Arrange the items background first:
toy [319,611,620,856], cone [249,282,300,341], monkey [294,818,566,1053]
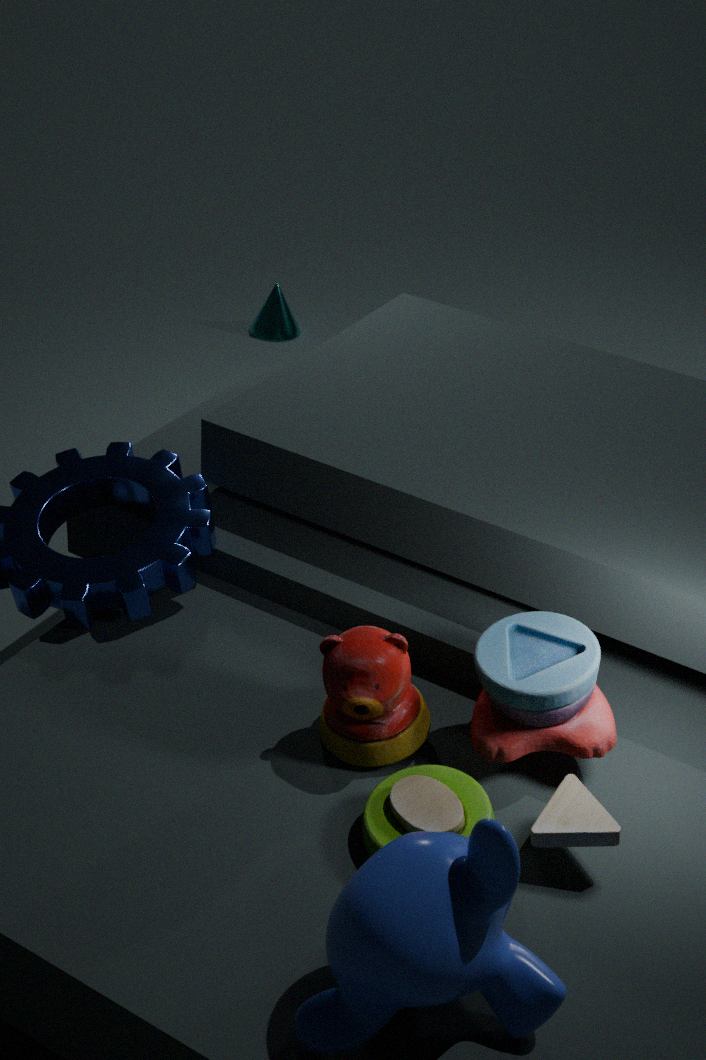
cone [249,282,300,341]
toy [319,611,620,856]
monkey [294,818,566,1053]
